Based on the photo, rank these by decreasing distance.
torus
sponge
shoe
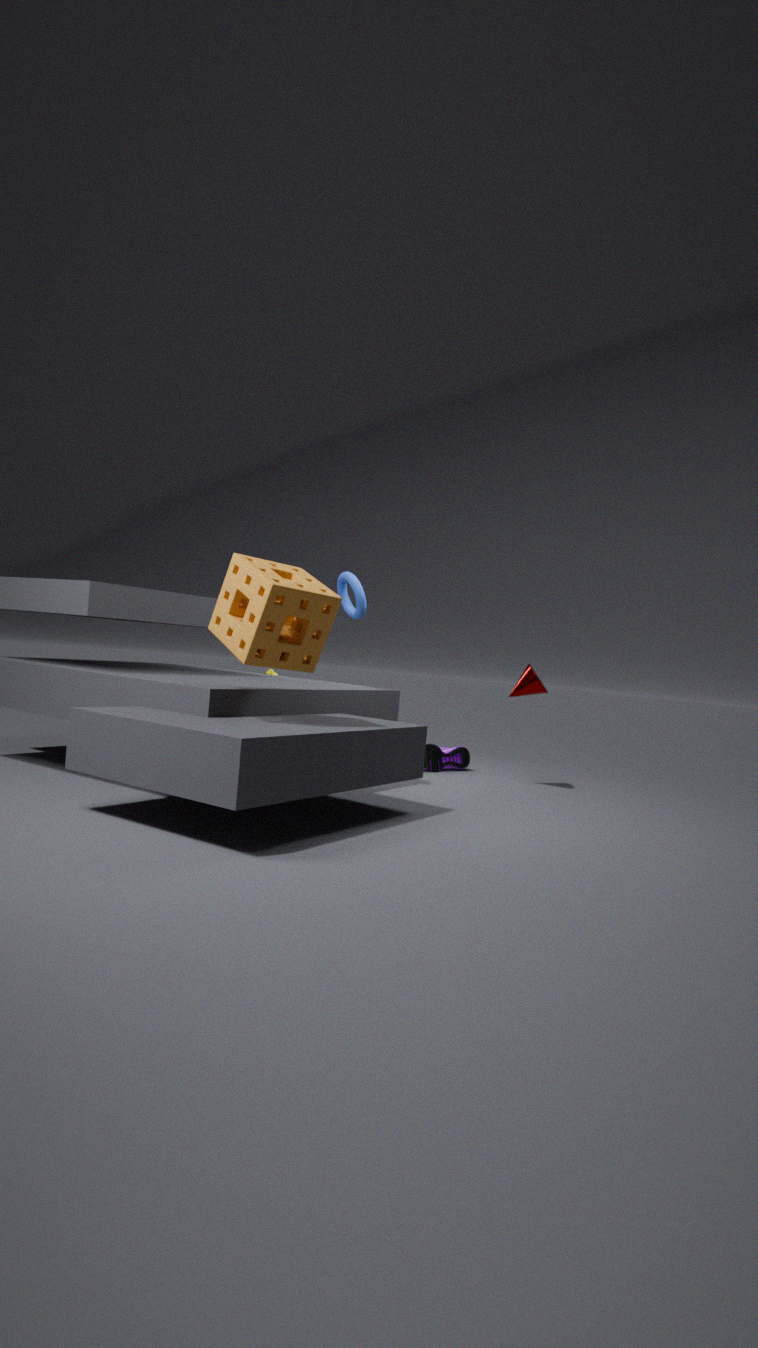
shoe → torus → sponge
